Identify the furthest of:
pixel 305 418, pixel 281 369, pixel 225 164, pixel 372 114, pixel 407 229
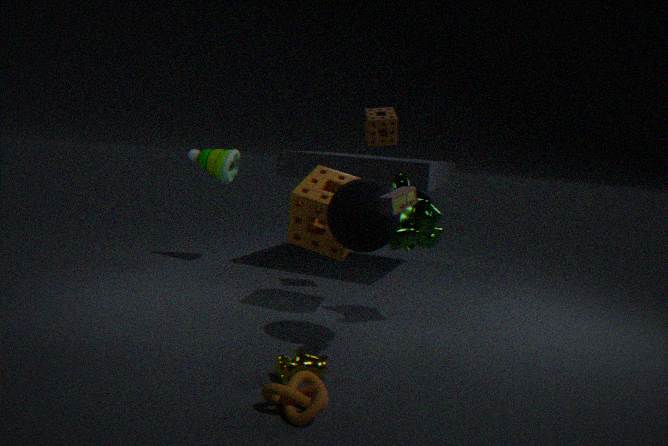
pixel 225 164
